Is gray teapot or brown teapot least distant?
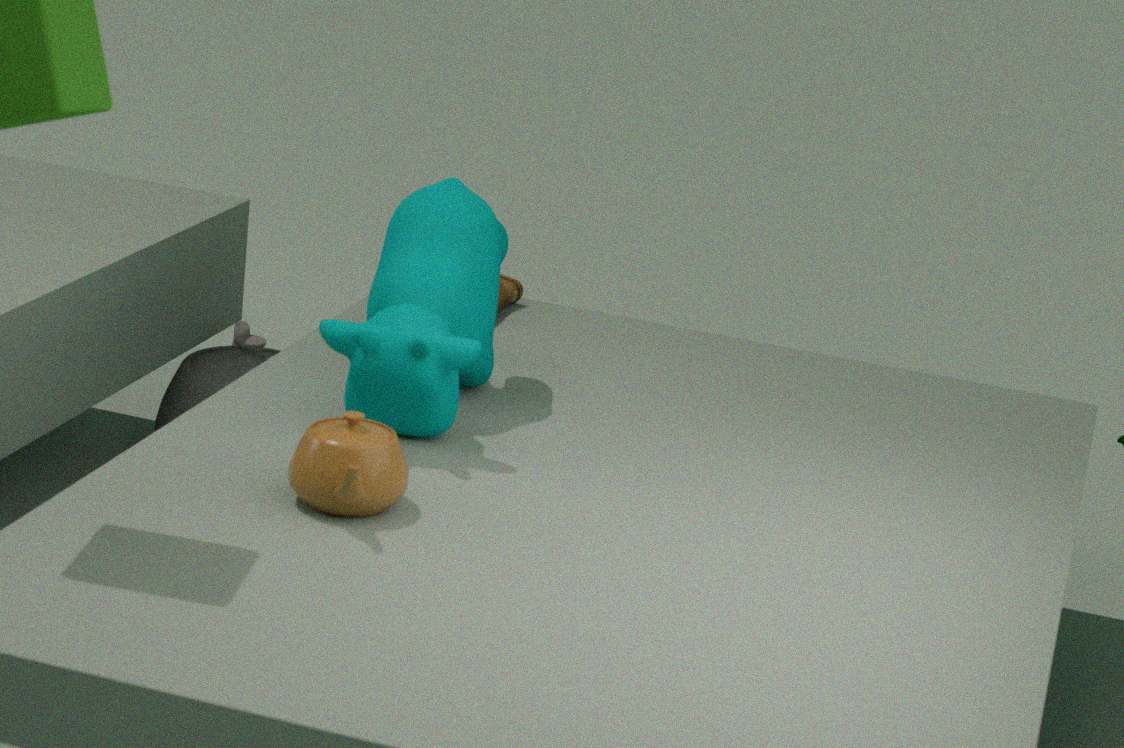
brown teapot
